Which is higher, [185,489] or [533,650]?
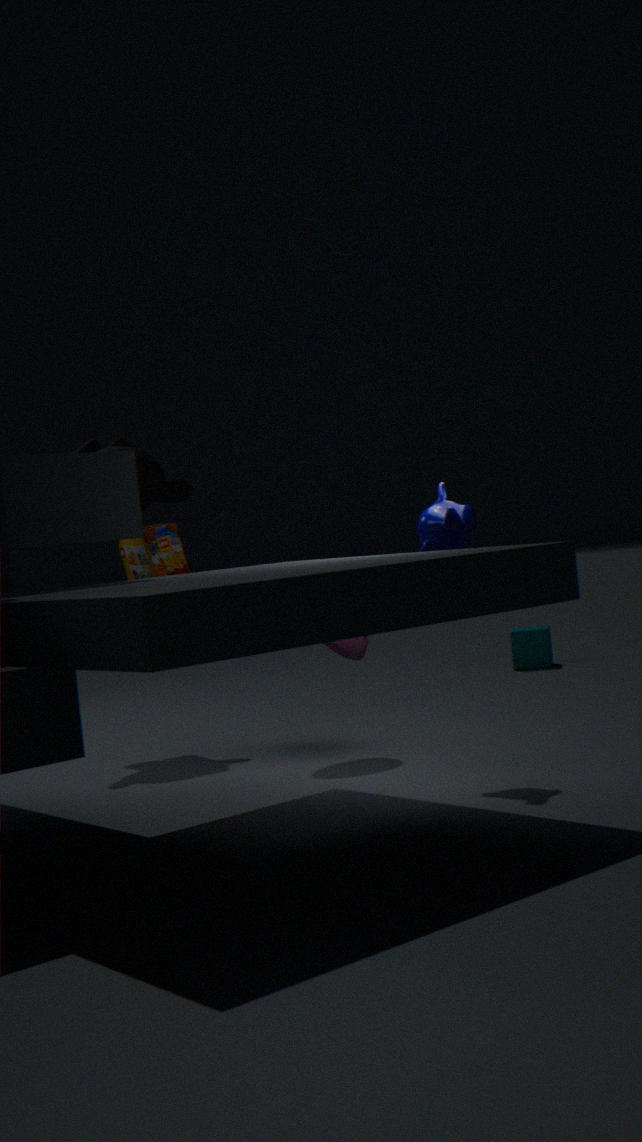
[185,489]
